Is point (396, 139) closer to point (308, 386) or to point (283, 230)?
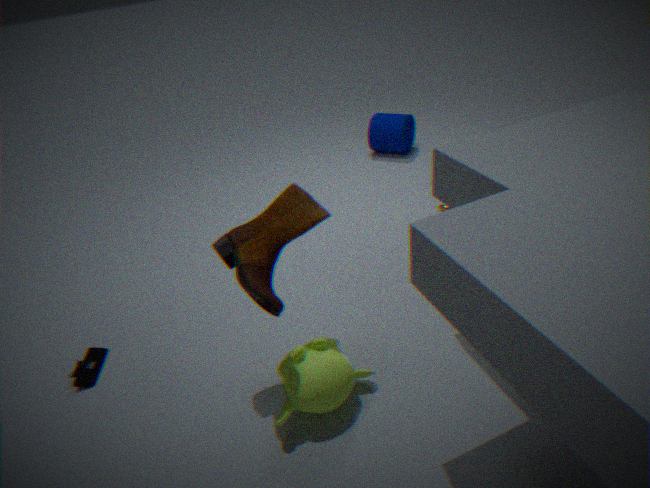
point (283, 230)
